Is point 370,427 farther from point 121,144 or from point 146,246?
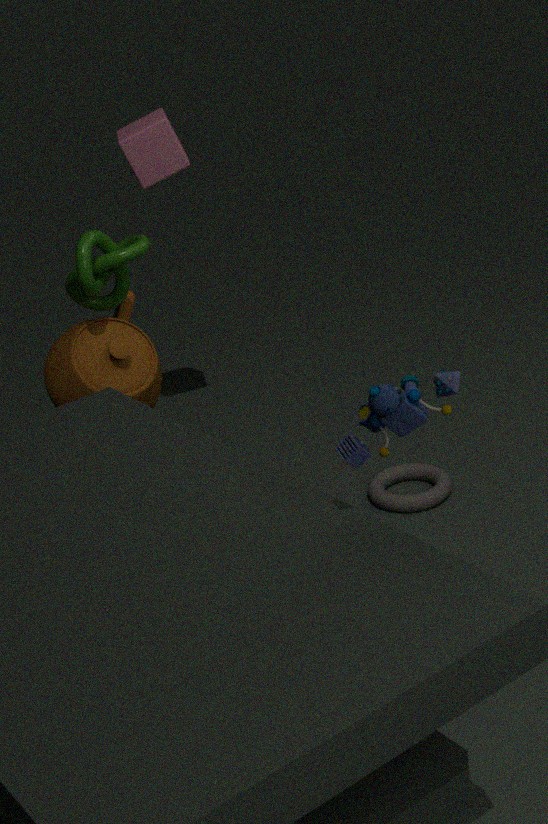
point 121,144
